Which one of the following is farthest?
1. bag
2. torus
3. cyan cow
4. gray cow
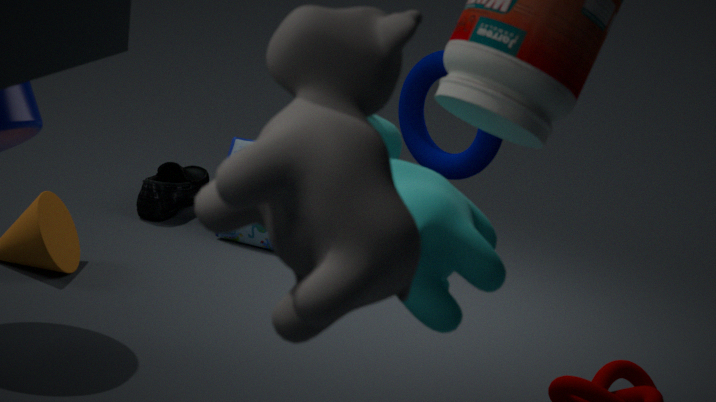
bag
